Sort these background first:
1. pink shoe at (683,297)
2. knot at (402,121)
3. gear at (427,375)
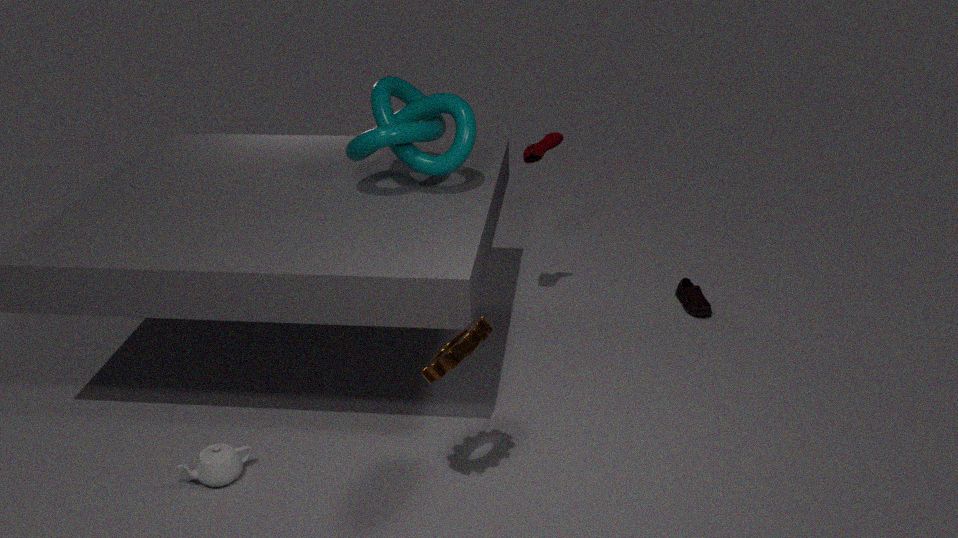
1. pink shoe at (683,297)
2. knot at (402,121)
3. gear at (427,375)
